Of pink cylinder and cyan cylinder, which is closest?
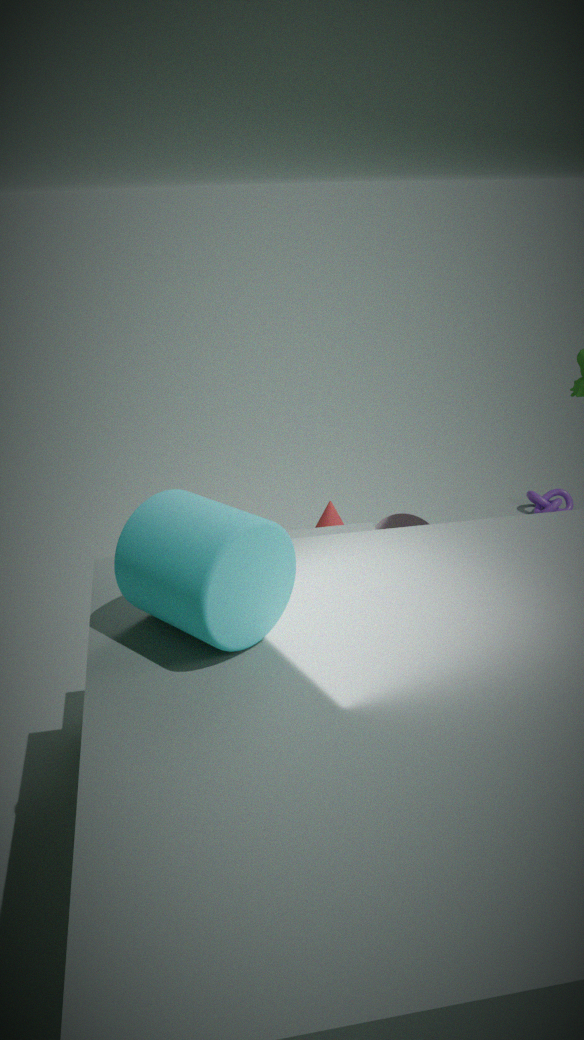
cyan cylinder
